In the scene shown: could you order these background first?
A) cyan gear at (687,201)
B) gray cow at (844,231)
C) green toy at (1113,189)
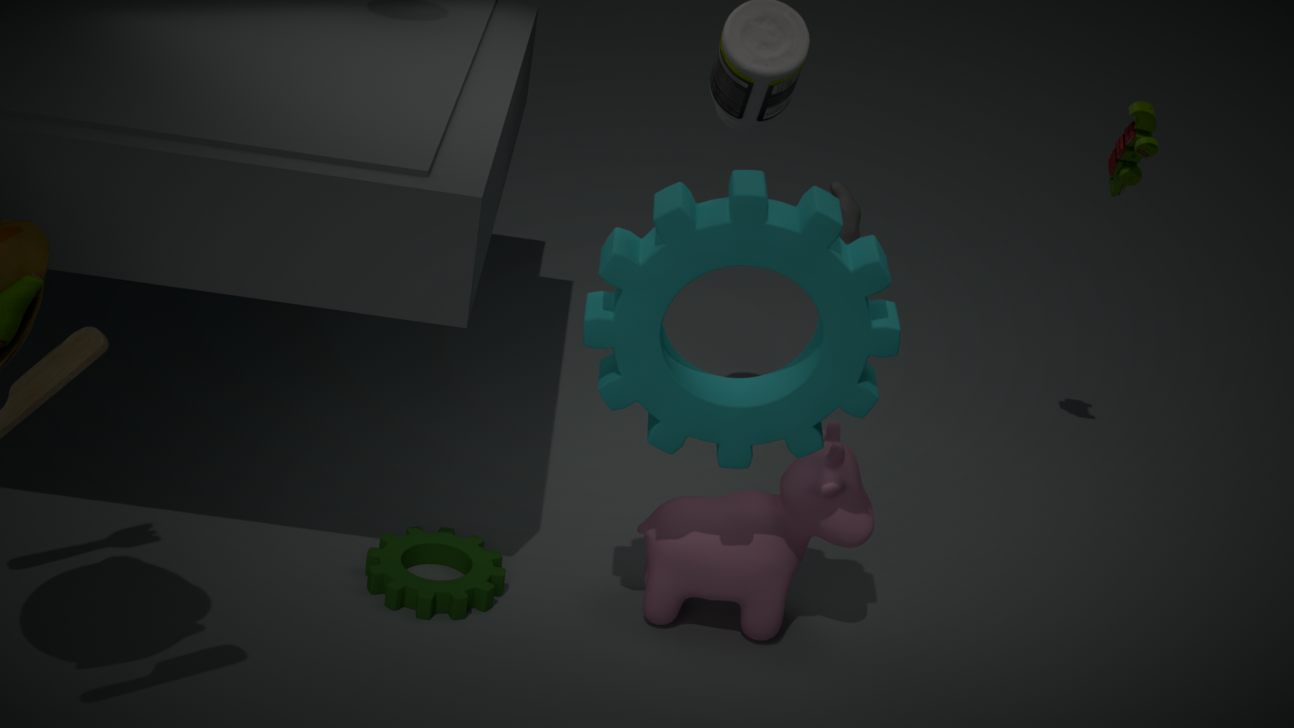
gray cow at (844,231), green toy at (1113,189), cyan gear at (687,201)
